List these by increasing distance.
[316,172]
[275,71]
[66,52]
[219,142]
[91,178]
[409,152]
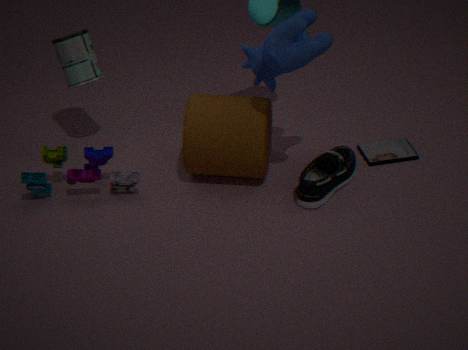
[275,71] → [219,142] → [91,178] → [316,172] → [66,52] → [409,152]
